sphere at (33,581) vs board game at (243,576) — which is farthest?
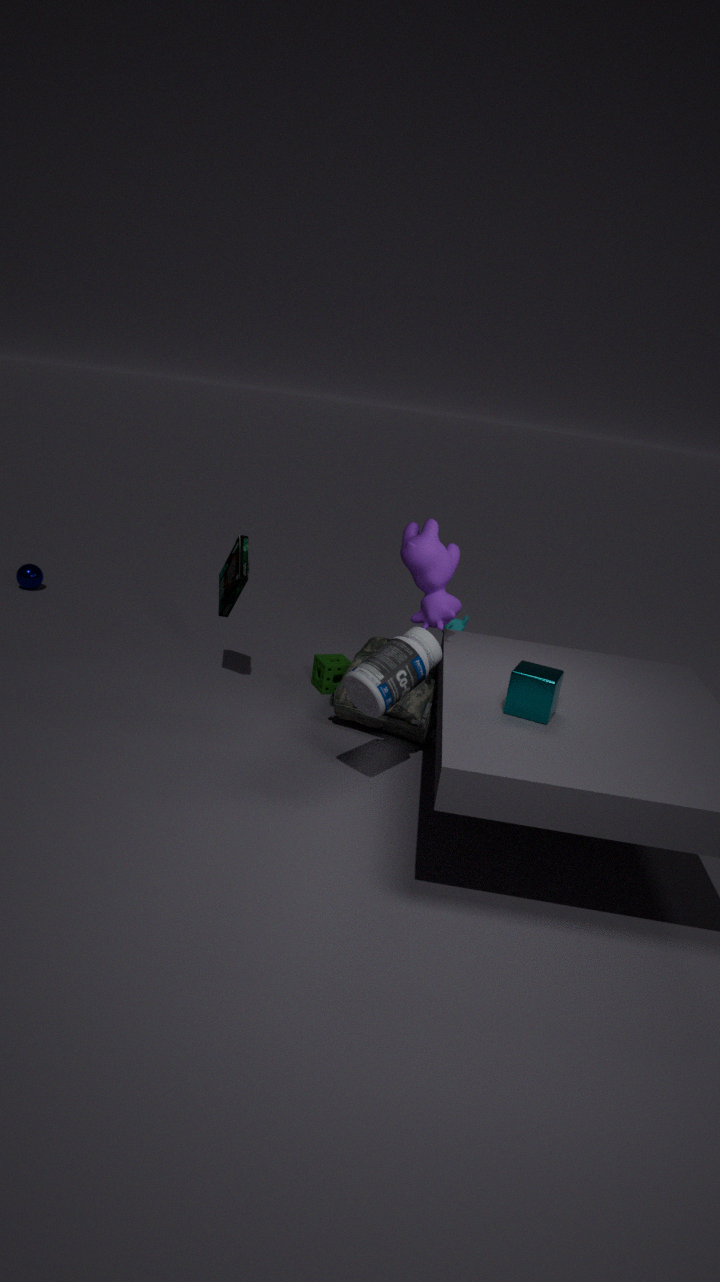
sphere at (33,581)
